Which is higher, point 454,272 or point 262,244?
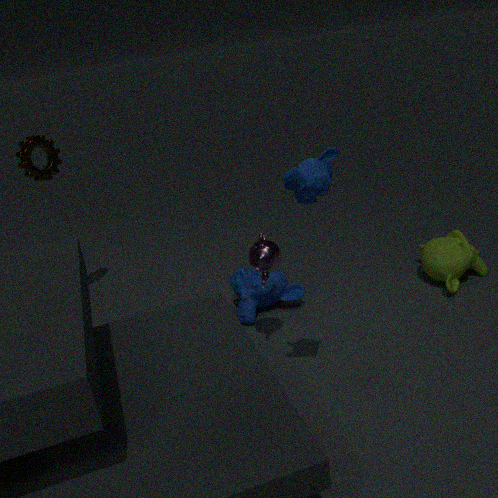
point 262,244
